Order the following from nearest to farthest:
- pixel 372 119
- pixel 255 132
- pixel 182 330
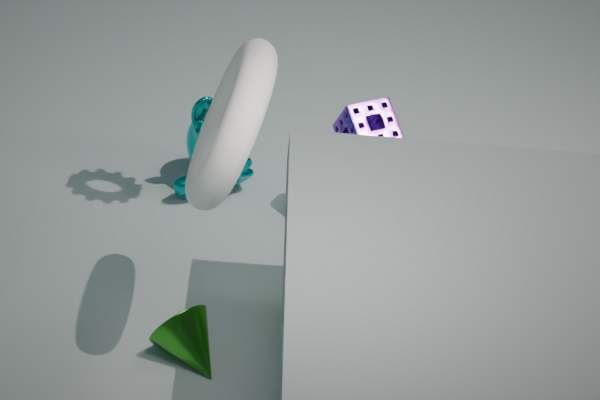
pixel 255 132
pixel 182 330
pixel 372 119
